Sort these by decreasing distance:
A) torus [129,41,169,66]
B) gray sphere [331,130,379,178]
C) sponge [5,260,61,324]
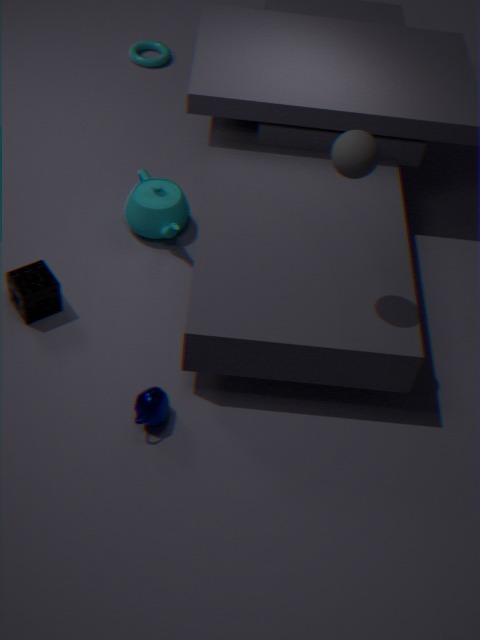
torus [129,41,169,66]
sponge [5,260,61,324]
gray sphere [331,130,379,178]
